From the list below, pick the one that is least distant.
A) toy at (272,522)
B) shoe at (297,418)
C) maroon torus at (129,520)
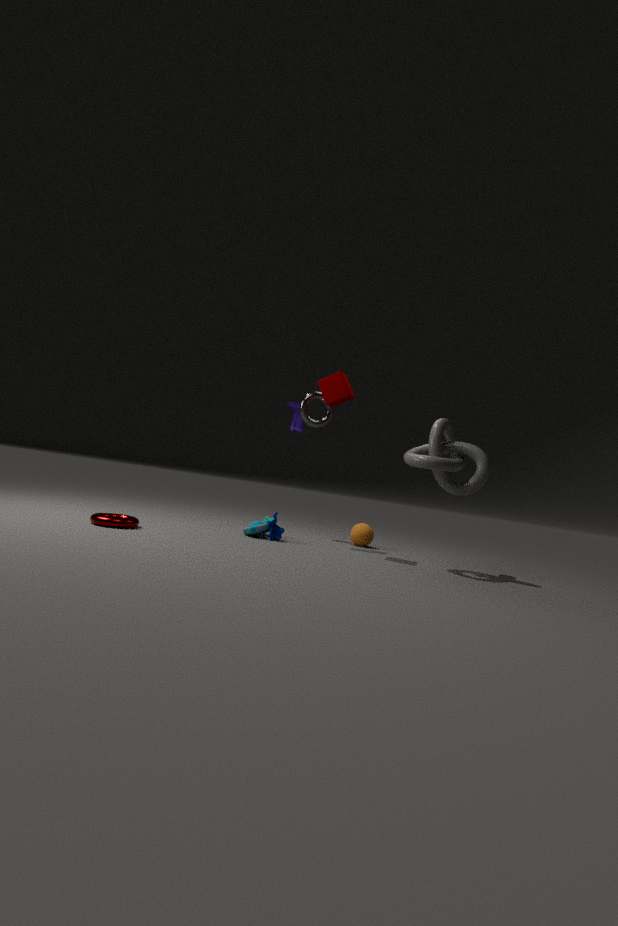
maroon torus at (129,520)
